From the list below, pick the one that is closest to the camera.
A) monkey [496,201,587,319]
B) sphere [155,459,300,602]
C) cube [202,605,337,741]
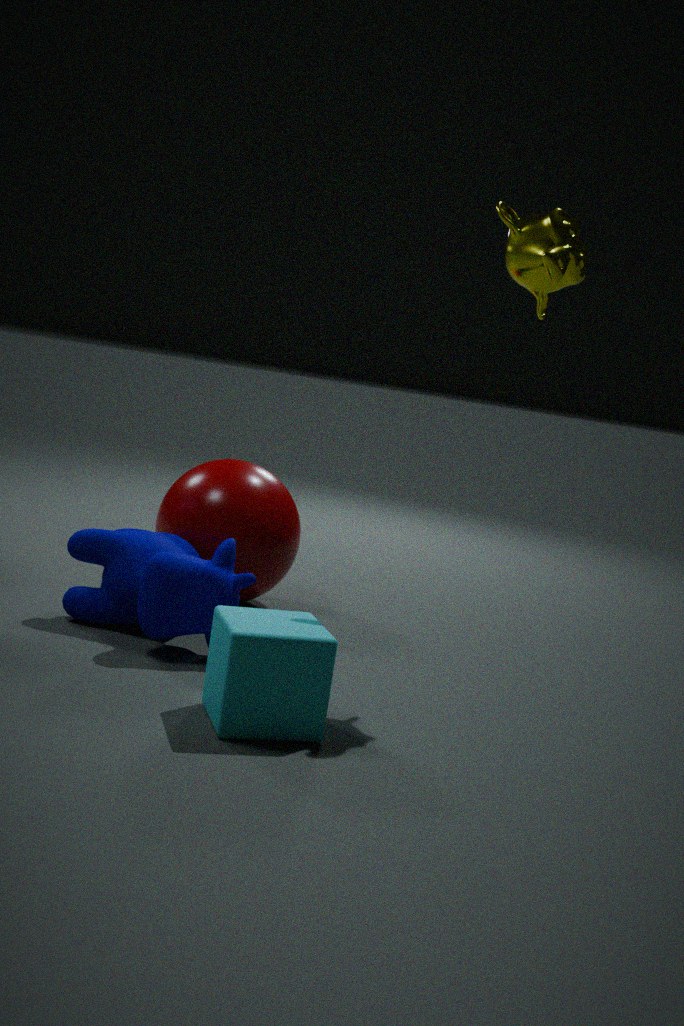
cube [202,605,337,741]
